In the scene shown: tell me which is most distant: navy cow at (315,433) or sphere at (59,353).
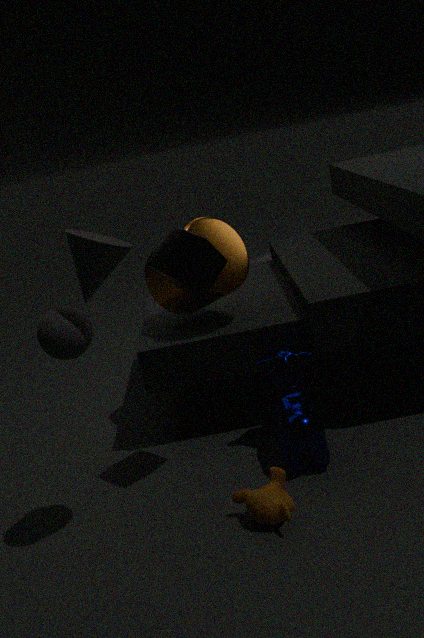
navy cow at (315,433)
